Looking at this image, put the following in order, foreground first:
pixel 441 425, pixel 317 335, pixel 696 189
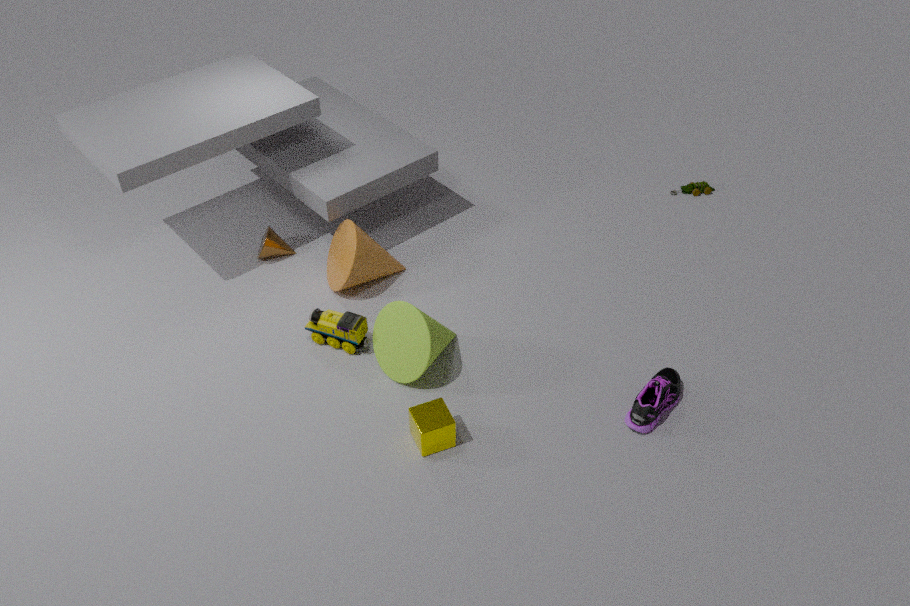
pixel 441 425 < pixel 317 335 < pixel 696 189
